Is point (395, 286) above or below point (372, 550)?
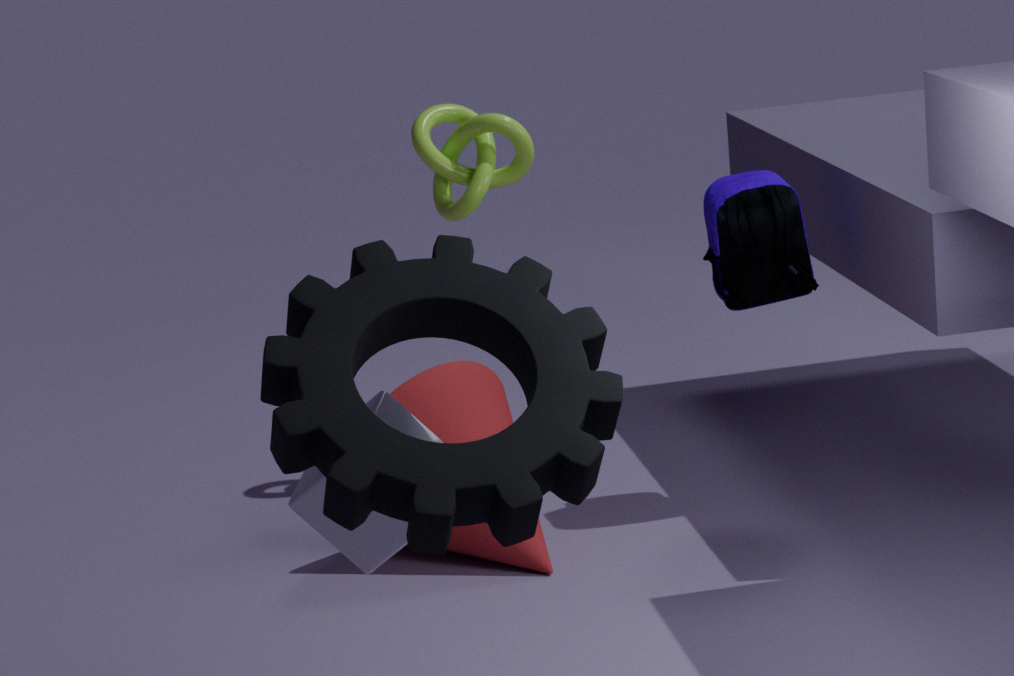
above
